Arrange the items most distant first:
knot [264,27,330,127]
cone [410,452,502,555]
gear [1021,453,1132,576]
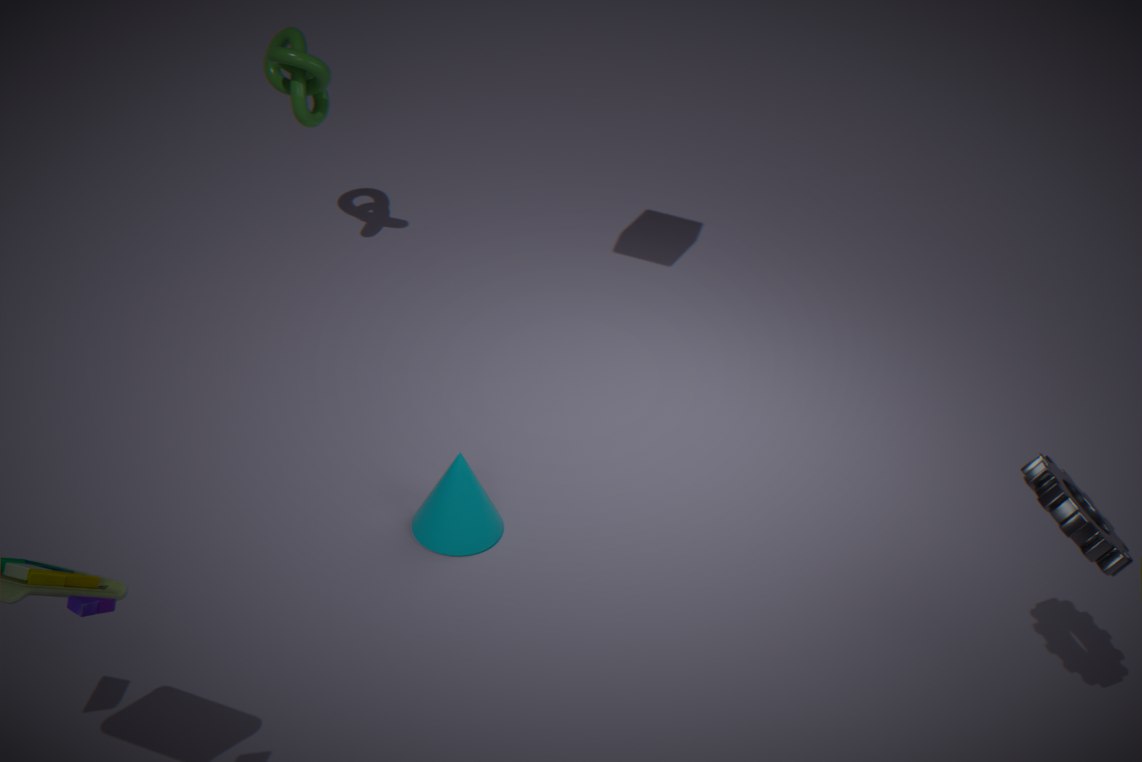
knot [264,27,330,127] → cone [410,452,502,555] → gear [1021,453,1132,576]
